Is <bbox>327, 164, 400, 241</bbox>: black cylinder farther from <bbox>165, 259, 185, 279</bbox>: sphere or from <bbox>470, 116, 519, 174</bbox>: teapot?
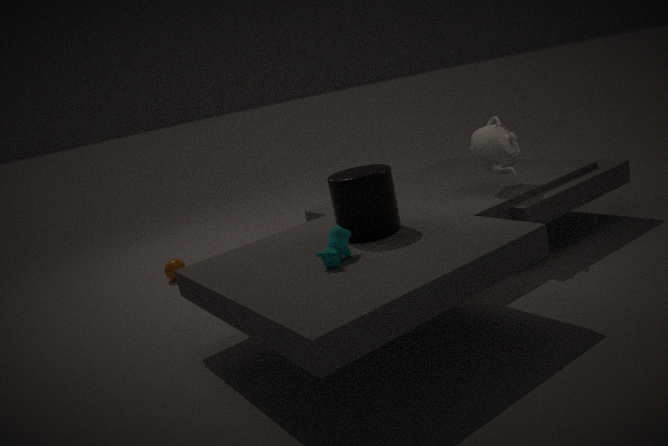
<bbox>165, 259, 185, 279</bbox>: sphere
